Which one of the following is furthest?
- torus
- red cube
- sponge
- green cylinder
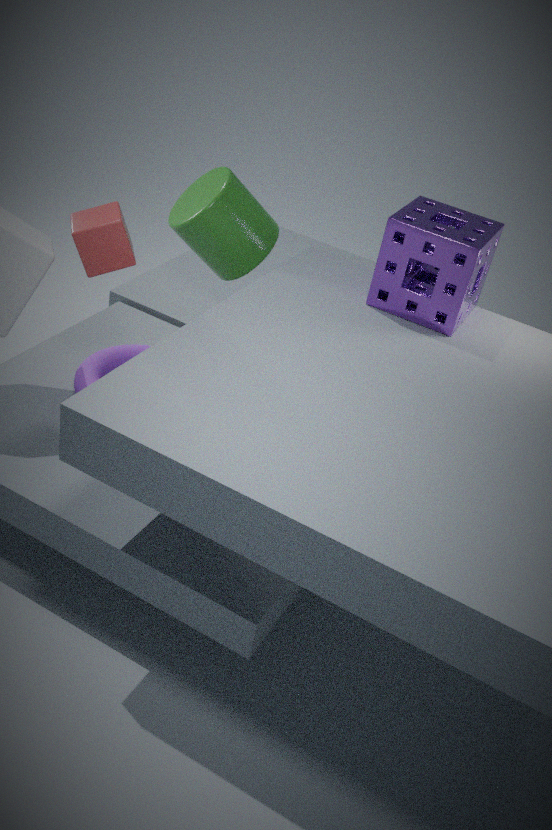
green cylinder
